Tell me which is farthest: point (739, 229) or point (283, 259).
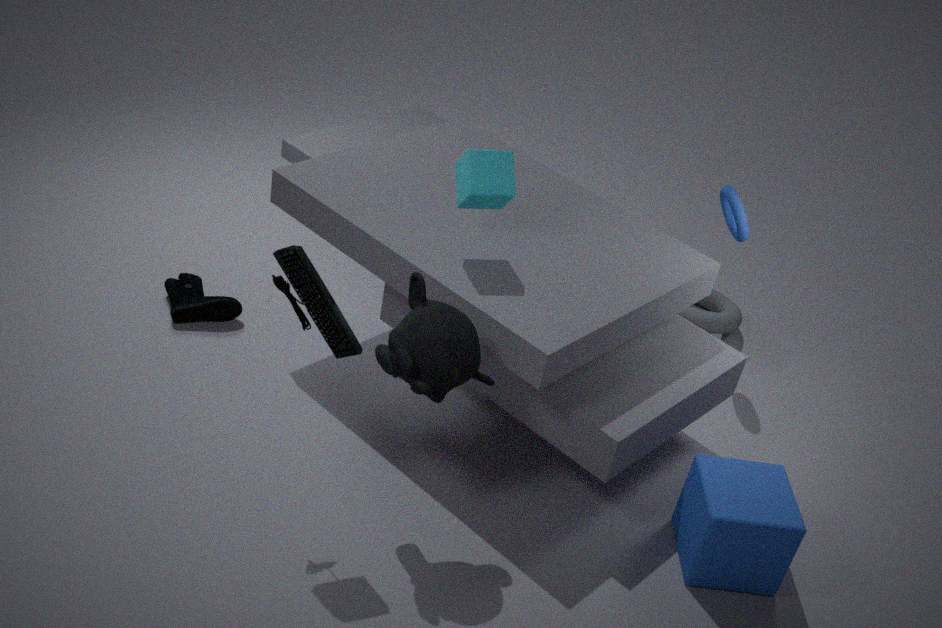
point (739, 229)
